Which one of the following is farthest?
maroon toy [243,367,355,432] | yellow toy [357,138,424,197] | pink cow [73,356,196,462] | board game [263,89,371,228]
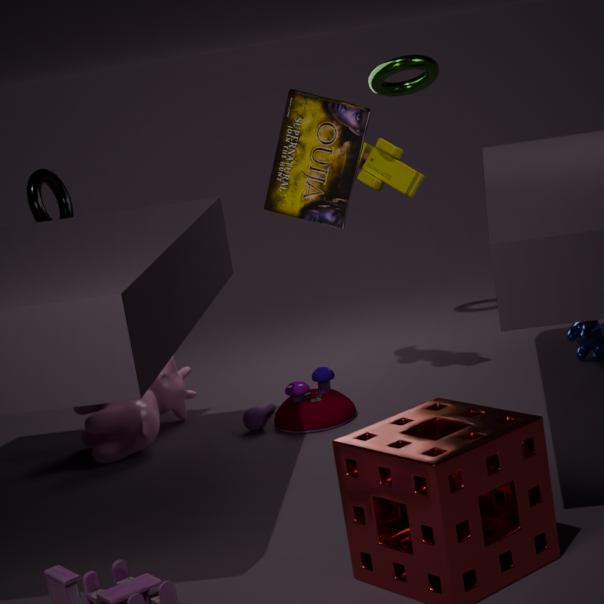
yellow toy [357,138,424,197]
